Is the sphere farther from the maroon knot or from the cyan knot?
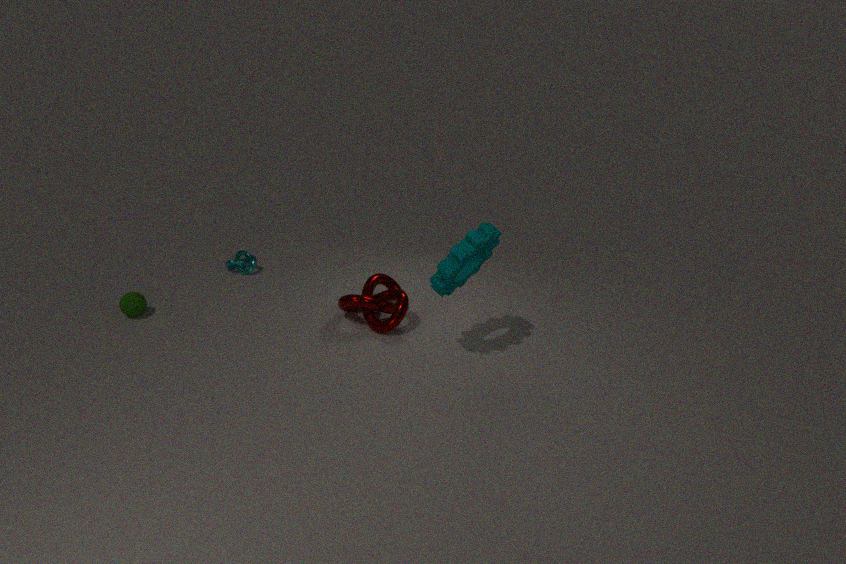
the maroon knot
